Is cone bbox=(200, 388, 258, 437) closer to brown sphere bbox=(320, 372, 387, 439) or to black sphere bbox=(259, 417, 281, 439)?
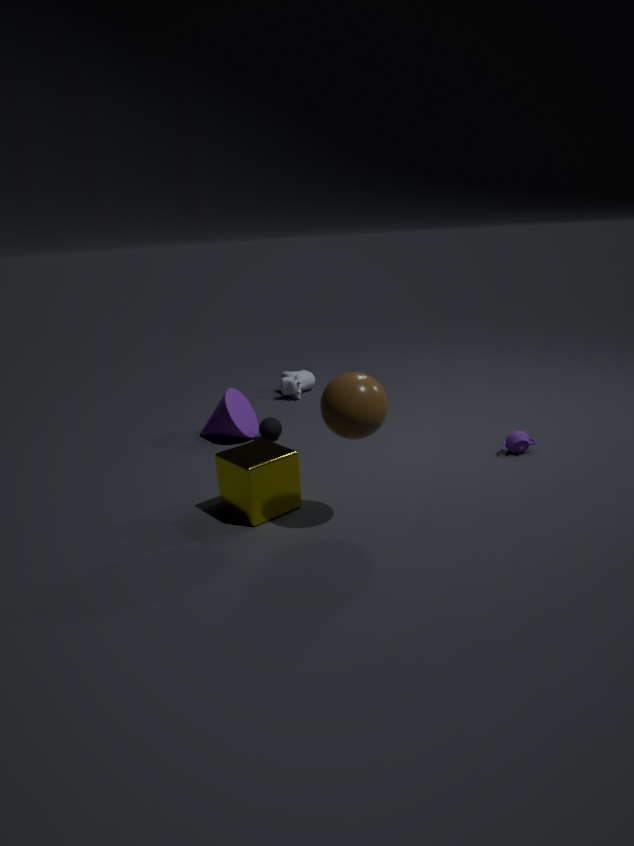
black sphere bbox=(259, 417, 281, 439)
